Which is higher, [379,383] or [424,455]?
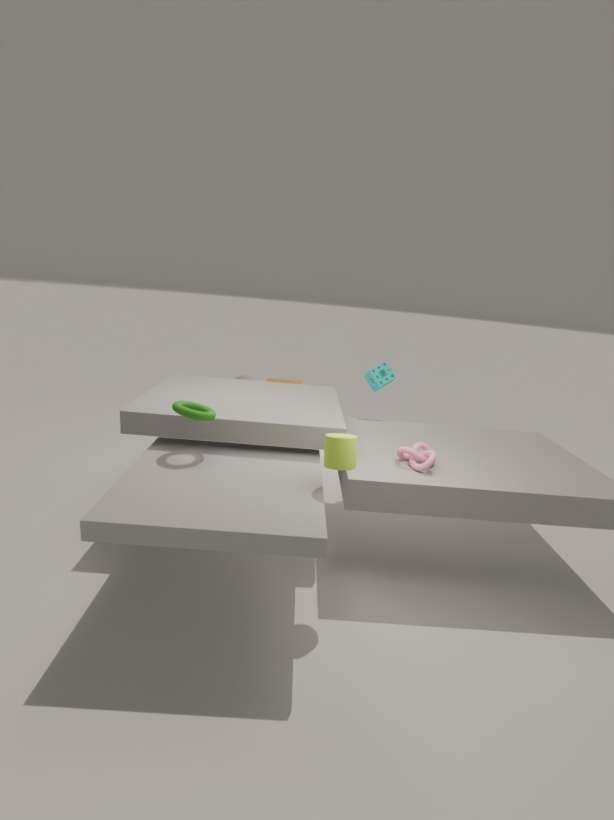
[379,383]
